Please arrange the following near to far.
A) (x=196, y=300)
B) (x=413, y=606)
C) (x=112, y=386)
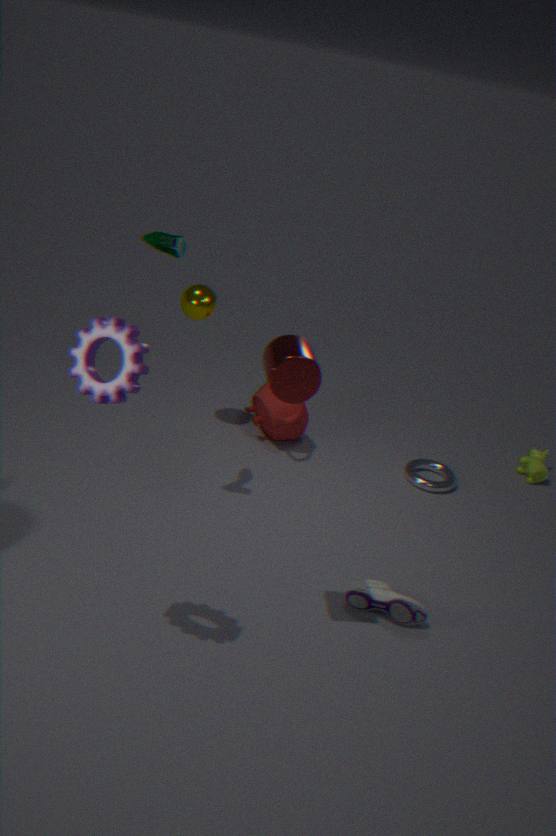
(x=112, y=386)
(x=413, y=606)
(x=196, y=300)
